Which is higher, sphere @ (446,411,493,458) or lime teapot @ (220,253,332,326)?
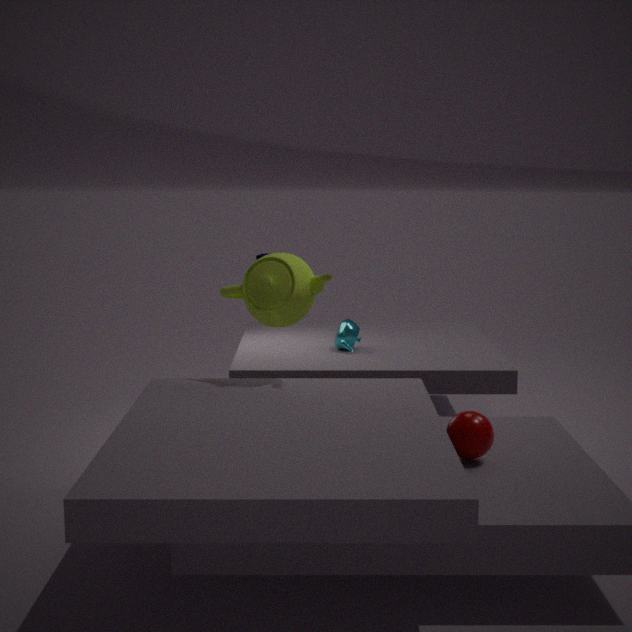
lime teapot @ (220,253,332,326)
